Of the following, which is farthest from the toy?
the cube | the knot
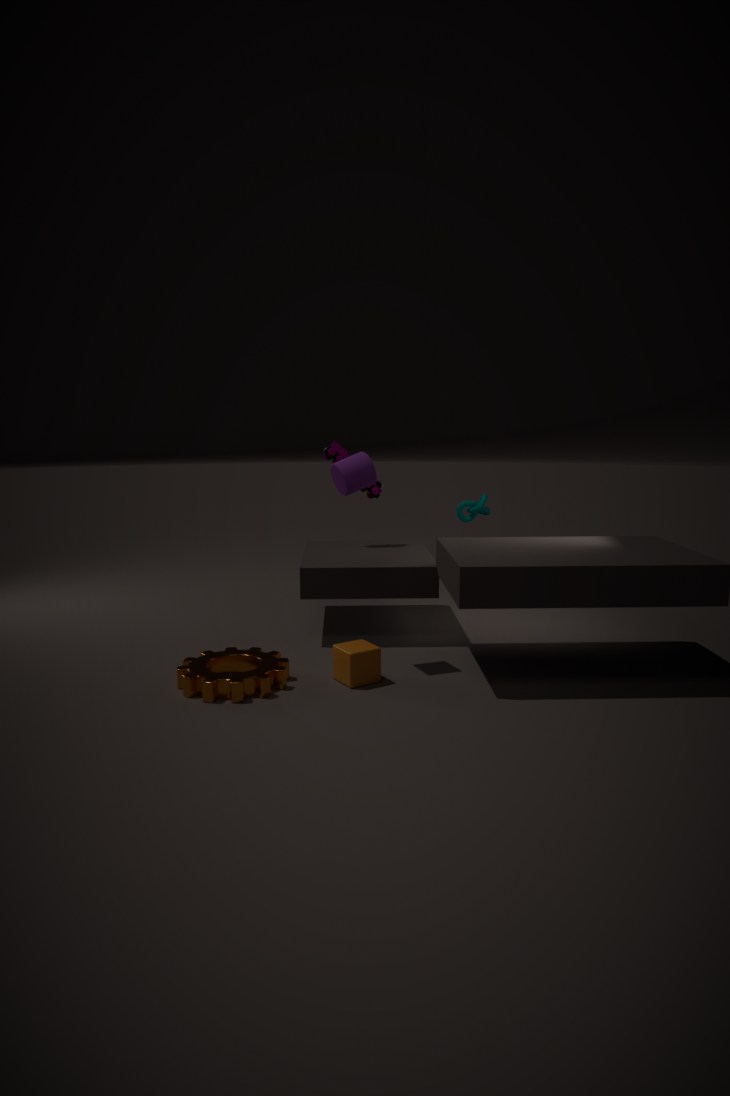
the cube
